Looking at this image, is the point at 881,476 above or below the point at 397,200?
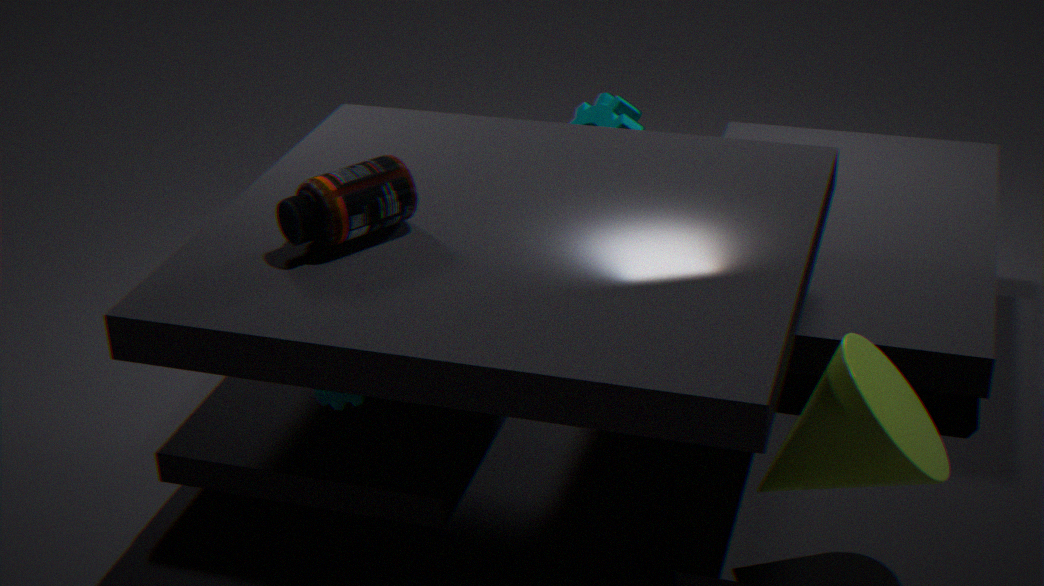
below
